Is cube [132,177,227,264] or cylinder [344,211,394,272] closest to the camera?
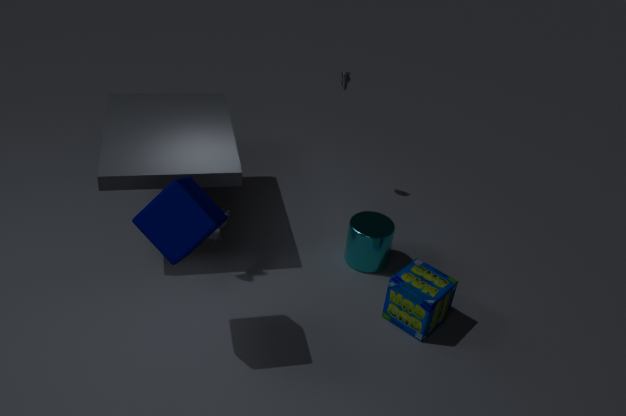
cube [132,177,227,264]
